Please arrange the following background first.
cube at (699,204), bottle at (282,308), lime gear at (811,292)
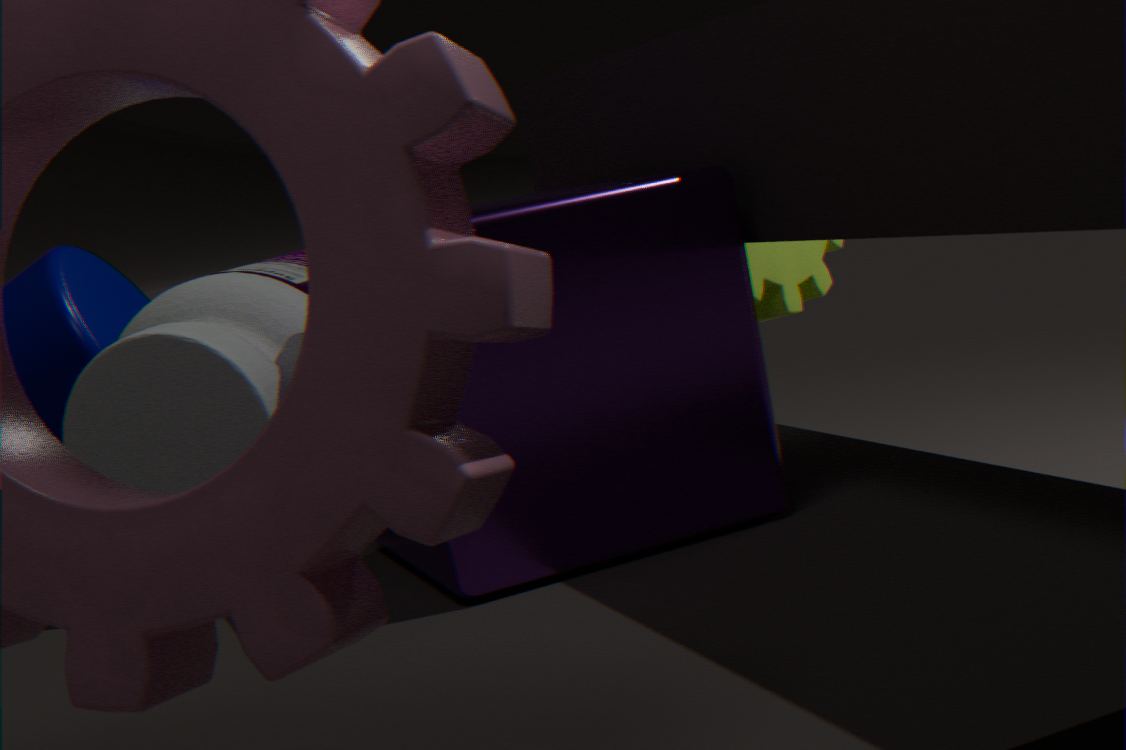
lime gear at (811,292), bottle at (282,308), cube at (699,204)
